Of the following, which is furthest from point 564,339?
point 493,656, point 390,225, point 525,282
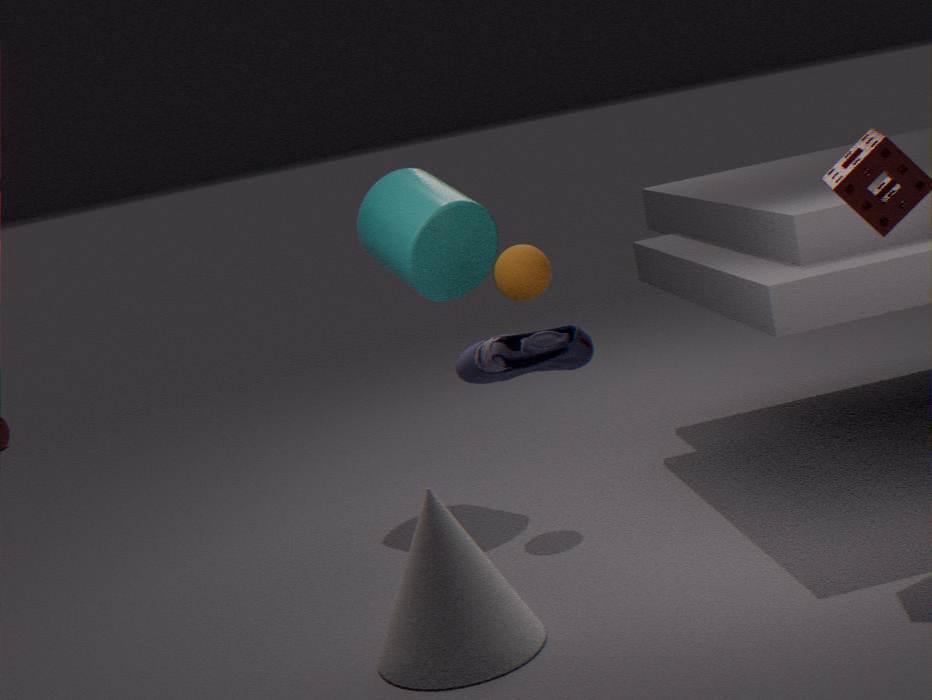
point 390,225
